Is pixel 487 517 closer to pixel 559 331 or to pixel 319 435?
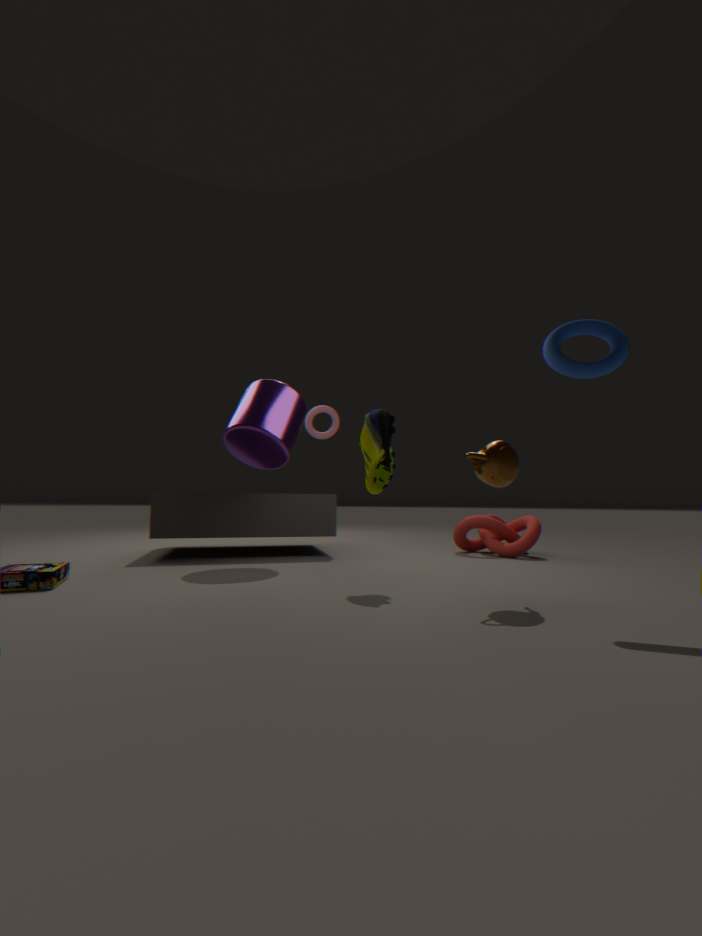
pixel 319 435
